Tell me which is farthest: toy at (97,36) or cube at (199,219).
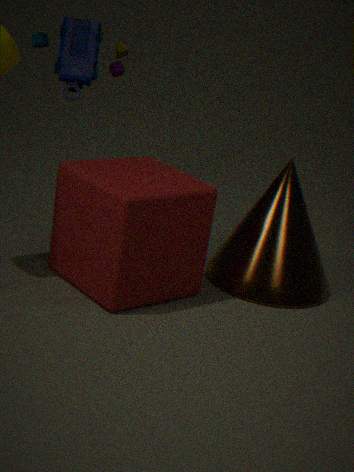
toy at (97,36)
